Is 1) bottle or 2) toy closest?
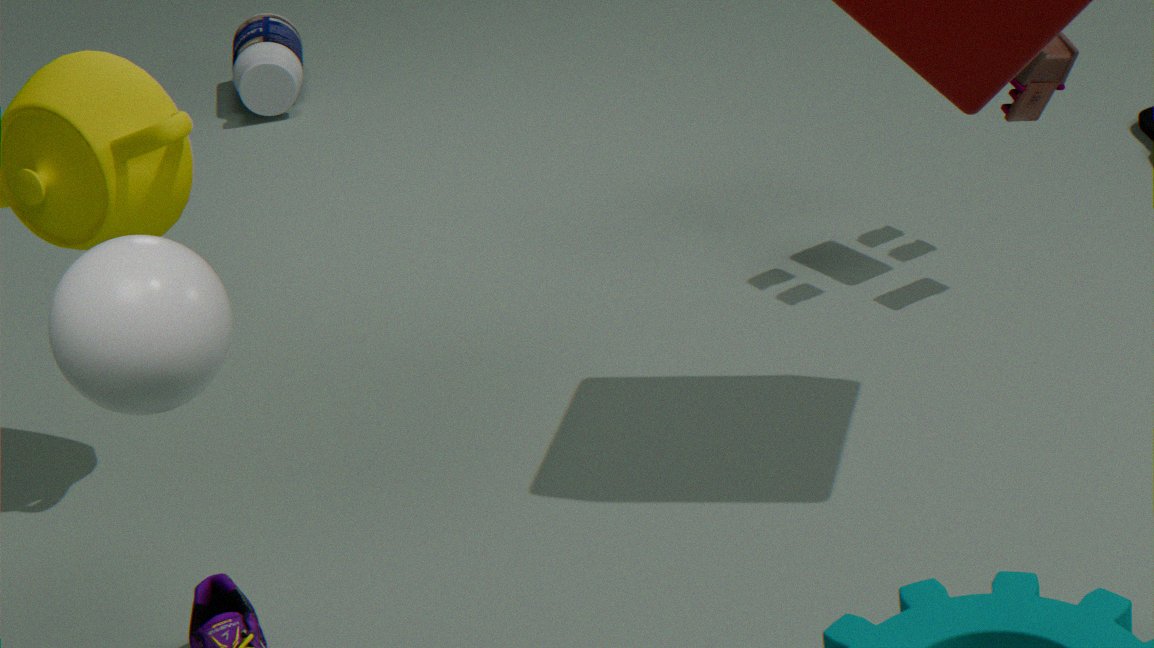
2. toy
